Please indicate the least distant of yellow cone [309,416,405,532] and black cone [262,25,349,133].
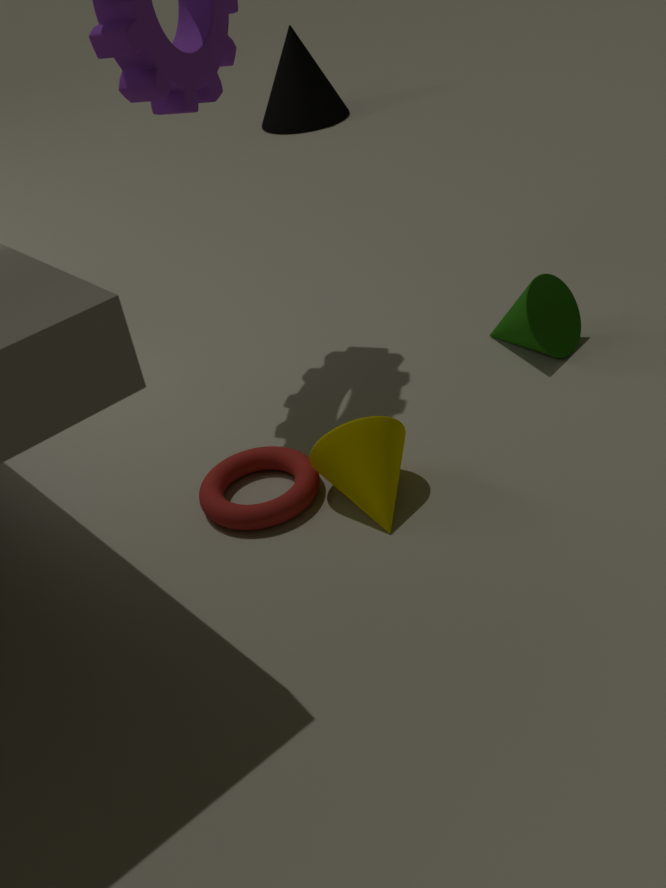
yellow cone [309,416,405,532]
